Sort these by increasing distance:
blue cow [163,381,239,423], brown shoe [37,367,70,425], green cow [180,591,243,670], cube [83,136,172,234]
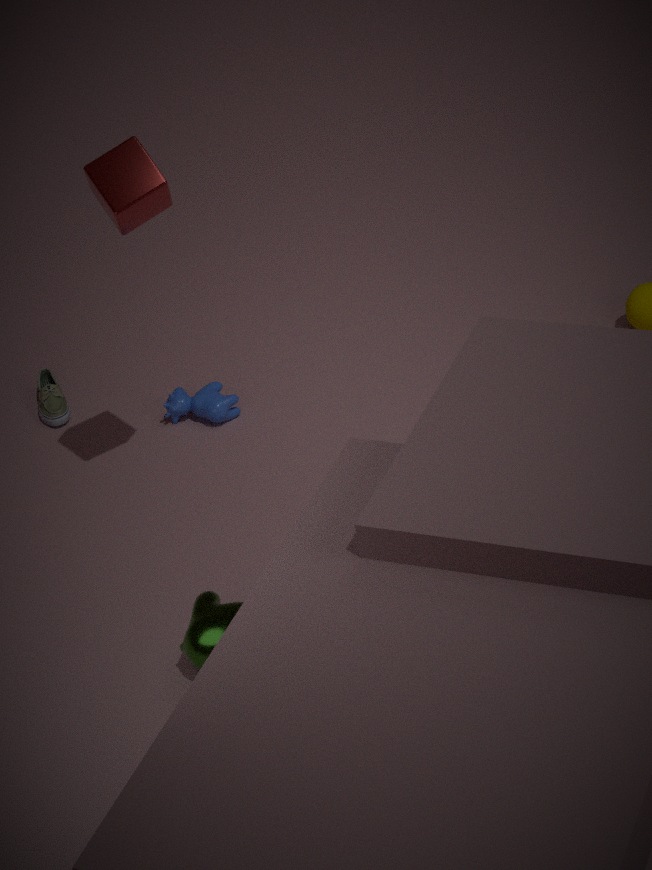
green cow [180,591,243,670] → cube [83,136,172,234] → blue cow [163,381,239,423] → brown shoe [37,367,70,425]
